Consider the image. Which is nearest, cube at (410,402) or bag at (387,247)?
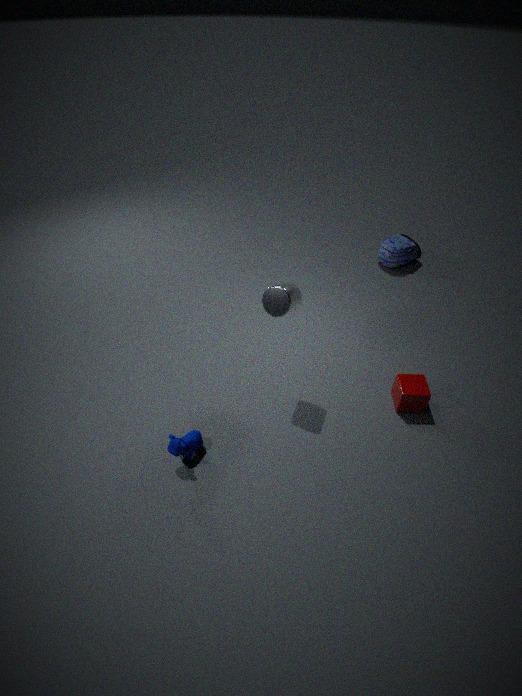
cube at (410,402)
